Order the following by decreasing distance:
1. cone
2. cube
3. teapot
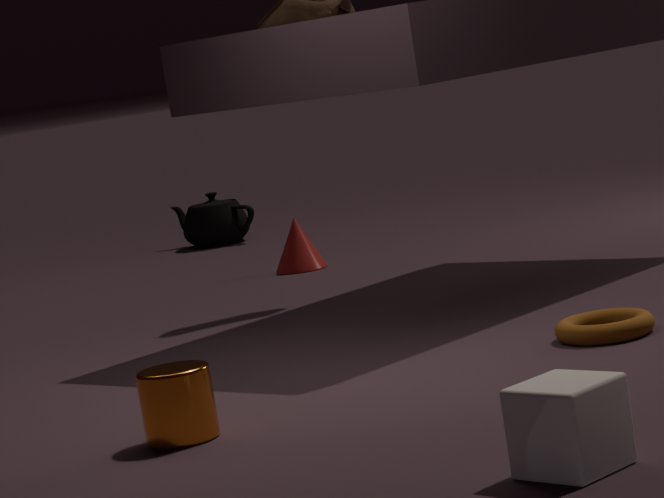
teapot
cone
cube
